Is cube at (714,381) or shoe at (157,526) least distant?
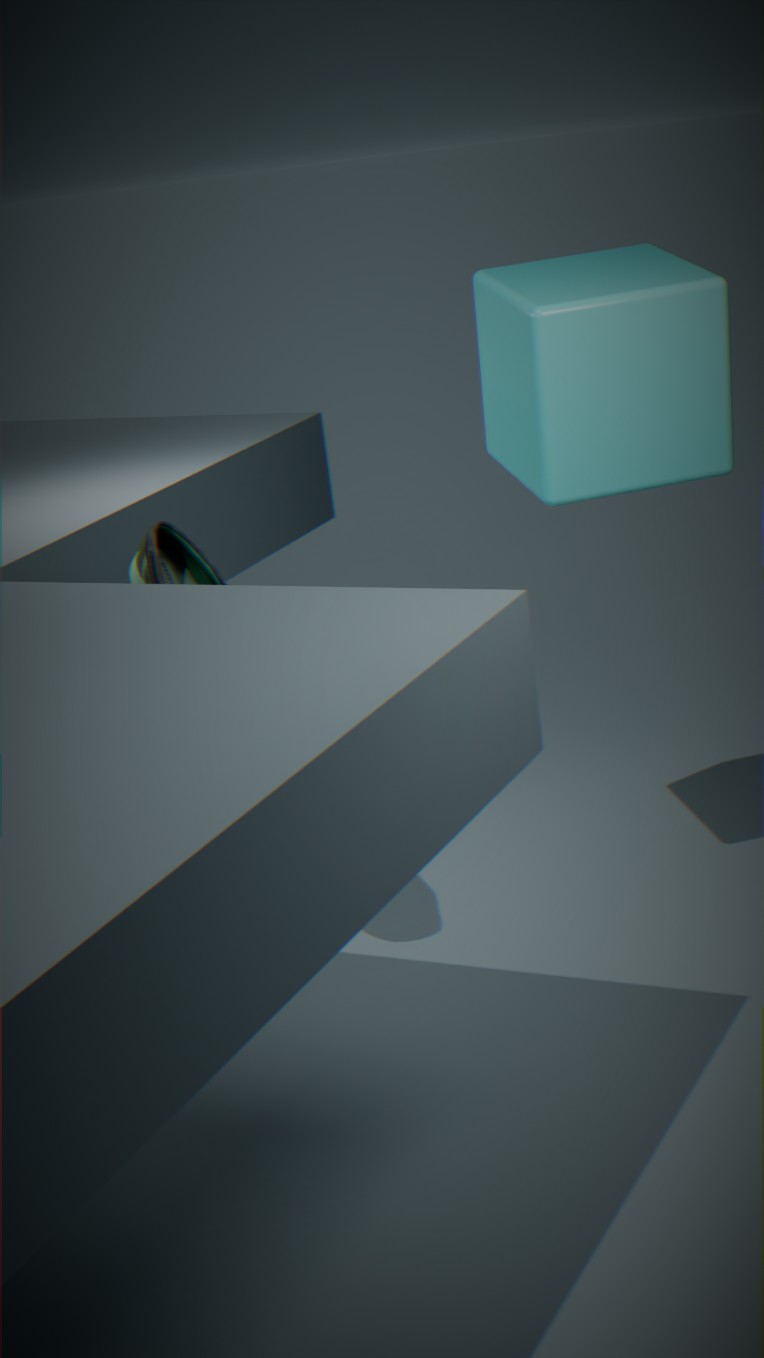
cube at (714,381)
